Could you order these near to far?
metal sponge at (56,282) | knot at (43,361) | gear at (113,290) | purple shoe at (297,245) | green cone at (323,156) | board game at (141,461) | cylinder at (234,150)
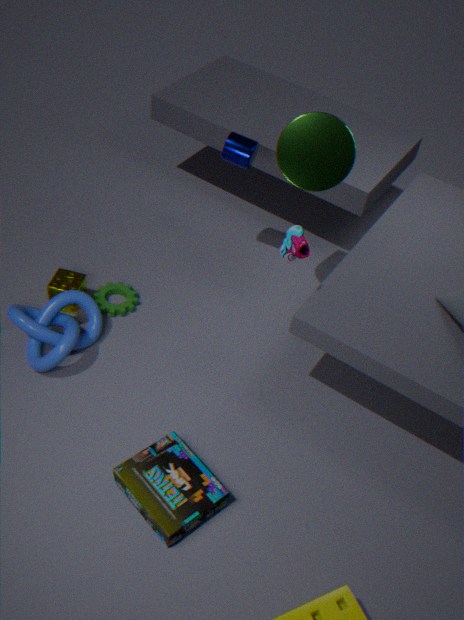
1. board game at (141,461)
2. purple shoe at (297,245)
3. knot at (43,361)
4. green cone at (323,156)
5. metal sponge at (56,282)
6. cylinder at (234,150)
7. gear at (113,290)
